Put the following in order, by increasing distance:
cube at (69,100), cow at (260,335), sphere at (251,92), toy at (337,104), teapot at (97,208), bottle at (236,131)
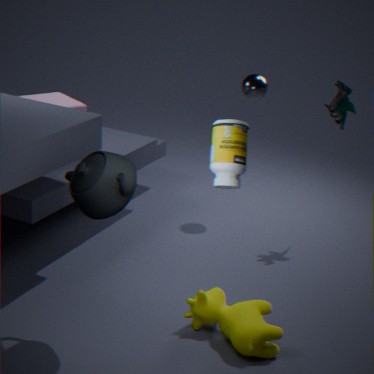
bottle at (236,131)
teapot at (97,208)
cow at (260,335)
cube at (69,100)
toy at (337,104)
sphere at (251,92)
